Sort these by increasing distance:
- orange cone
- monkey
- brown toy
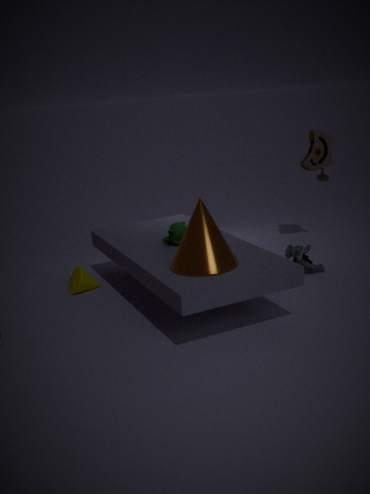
orange cone
monkey
brown toy
